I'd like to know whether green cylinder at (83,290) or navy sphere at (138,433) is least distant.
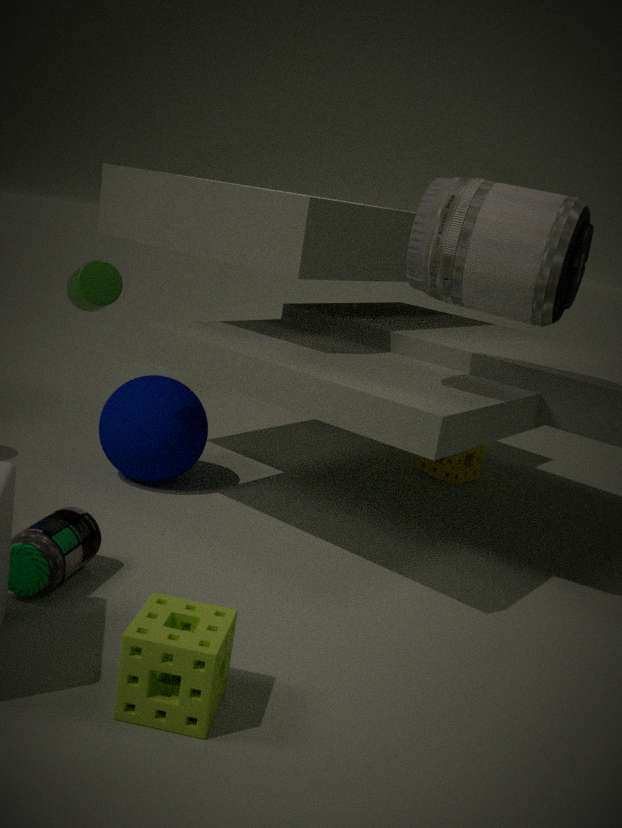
navy sphere at (138,433)
